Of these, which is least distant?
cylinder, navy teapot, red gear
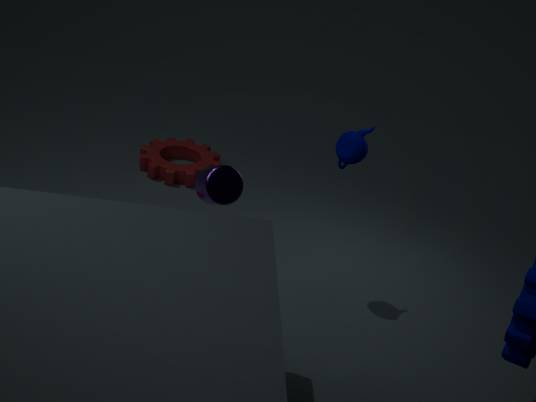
cylinder
